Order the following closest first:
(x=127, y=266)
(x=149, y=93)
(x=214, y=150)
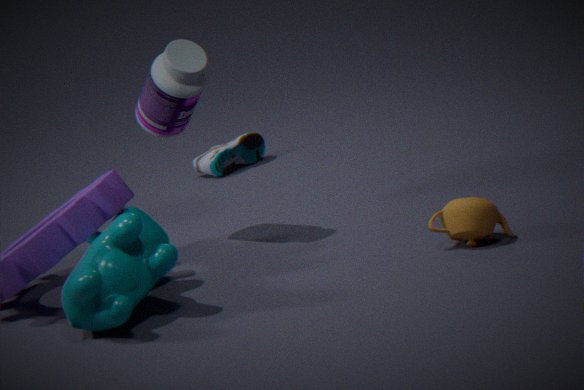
(x=127, y=266) → (x=149, y=93) → (x=214, y=150)
